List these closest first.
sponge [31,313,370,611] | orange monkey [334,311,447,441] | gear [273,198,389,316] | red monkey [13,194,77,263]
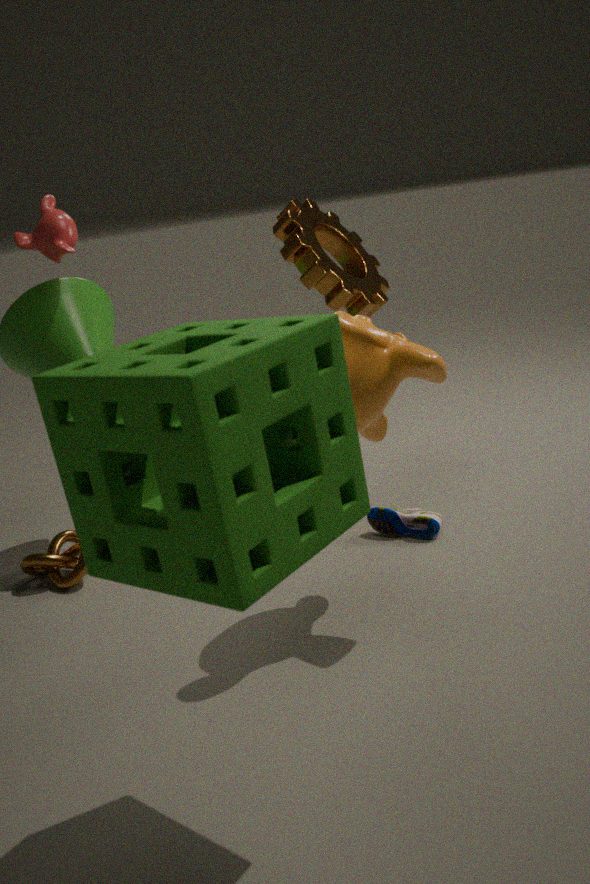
Answer: 1. sponge [31,313,370,611]
2. orange monkey [334,311,447,441]
3. red monkey [13,194,77,263]
4. gear [273,198,389,316]
